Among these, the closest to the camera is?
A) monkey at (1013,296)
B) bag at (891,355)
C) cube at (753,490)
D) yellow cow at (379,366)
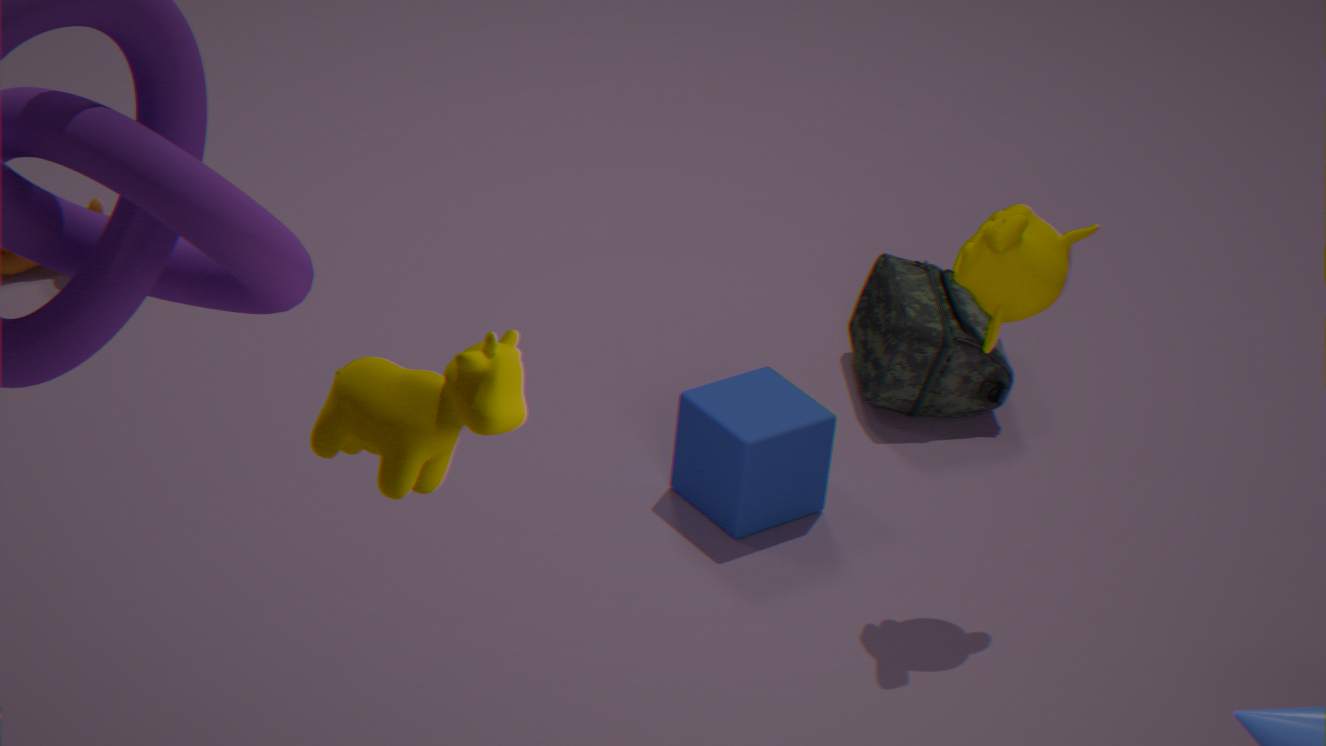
D. yellow cow at (379,366)
